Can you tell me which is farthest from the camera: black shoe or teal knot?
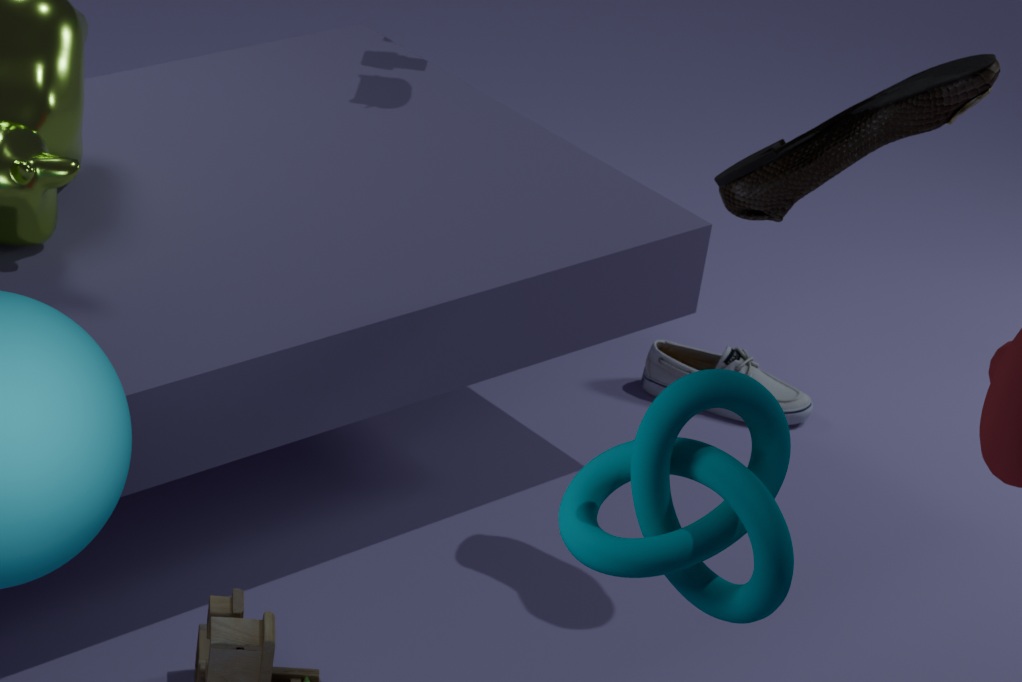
black shoe
